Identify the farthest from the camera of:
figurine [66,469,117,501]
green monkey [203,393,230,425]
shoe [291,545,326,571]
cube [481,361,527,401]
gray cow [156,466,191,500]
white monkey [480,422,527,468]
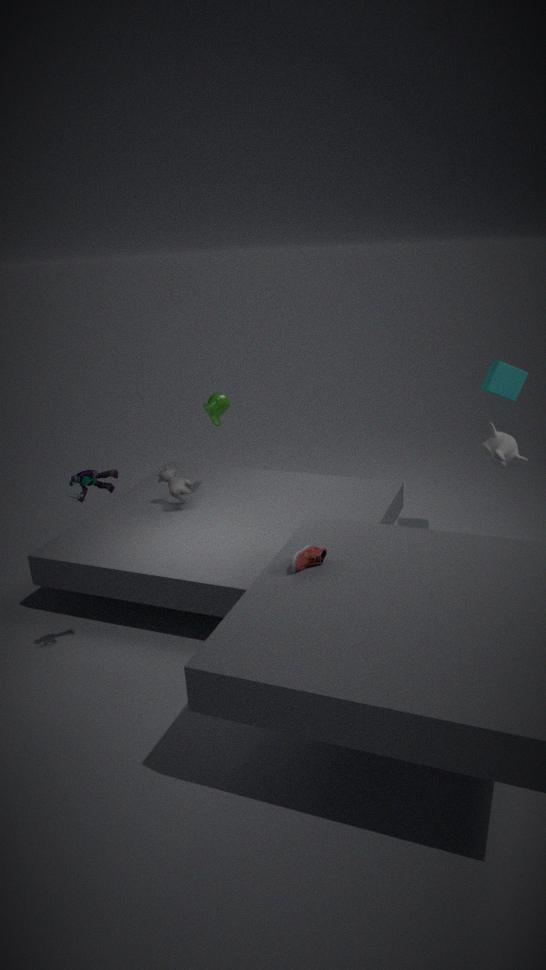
gray cow [156,466,191,500]
